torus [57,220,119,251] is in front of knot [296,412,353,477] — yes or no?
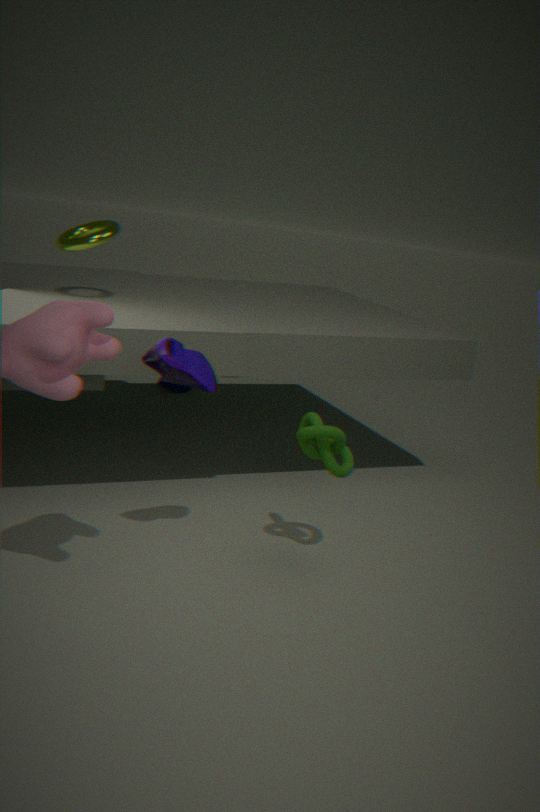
No
